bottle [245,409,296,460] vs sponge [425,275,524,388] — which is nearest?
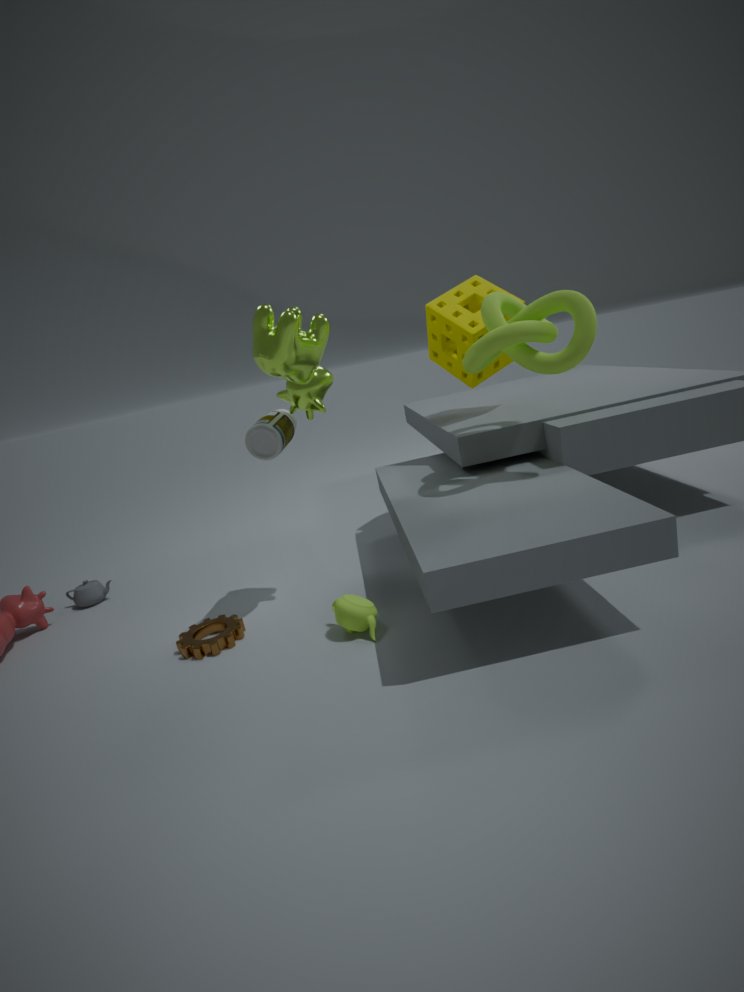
bottle [245,409,296,460]
